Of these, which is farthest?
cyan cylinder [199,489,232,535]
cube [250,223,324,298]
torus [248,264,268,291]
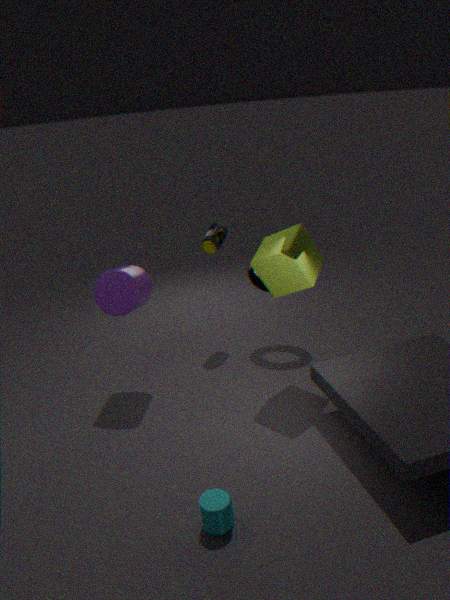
torus [248,264,268,291]
